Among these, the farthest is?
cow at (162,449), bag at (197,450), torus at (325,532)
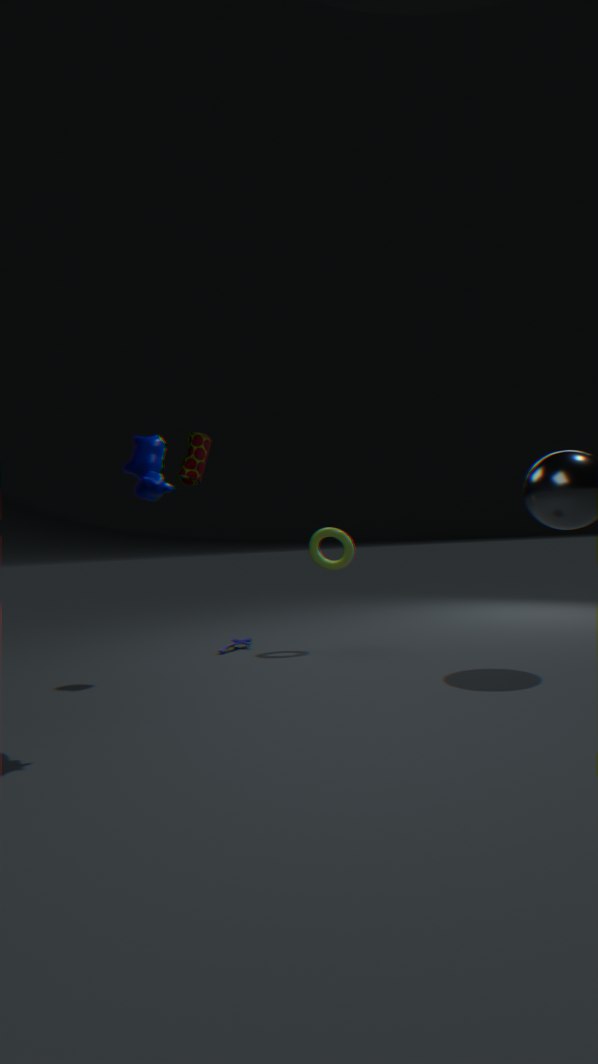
torus at (325,532)
